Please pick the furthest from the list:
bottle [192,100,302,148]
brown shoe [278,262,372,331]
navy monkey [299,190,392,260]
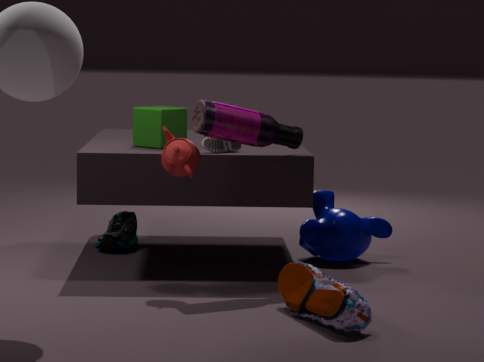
navy monkey [299,190,392,260]
